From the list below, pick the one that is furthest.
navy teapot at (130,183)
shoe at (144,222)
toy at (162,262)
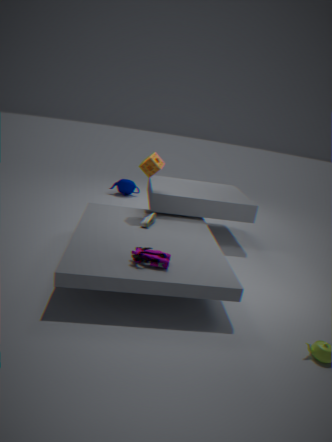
navy teapot at (130,183)
